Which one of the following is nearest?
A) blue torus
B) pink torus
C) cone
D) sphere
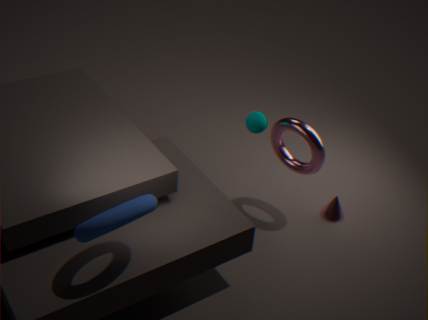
blue torus
